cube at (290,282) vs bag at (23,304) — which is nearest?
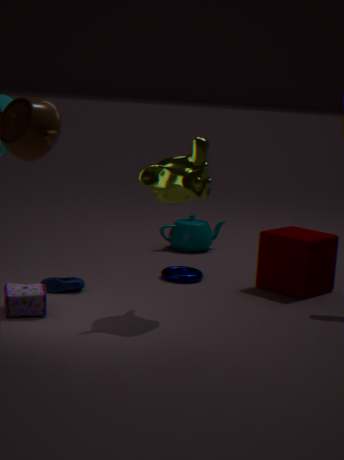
bag at (23,304)
